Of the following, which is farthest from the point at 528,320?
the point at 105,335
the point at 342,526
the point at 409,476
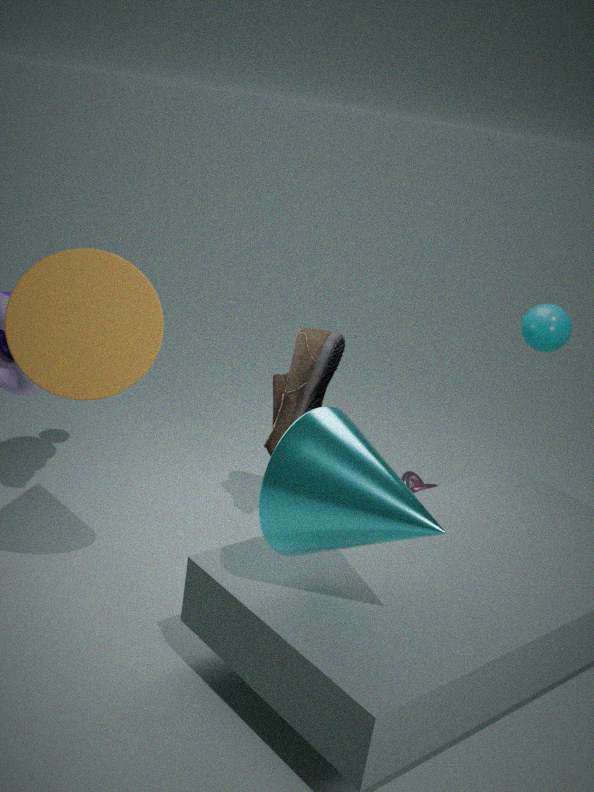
the point at 105,335
